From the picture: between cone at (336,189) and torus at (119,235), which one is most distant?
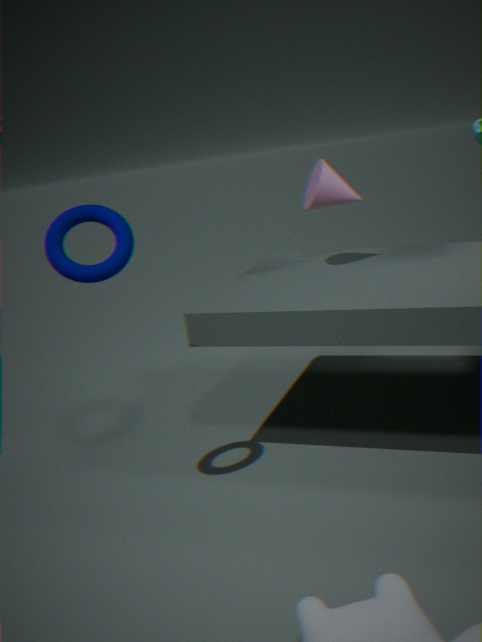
cone at (336,189)
